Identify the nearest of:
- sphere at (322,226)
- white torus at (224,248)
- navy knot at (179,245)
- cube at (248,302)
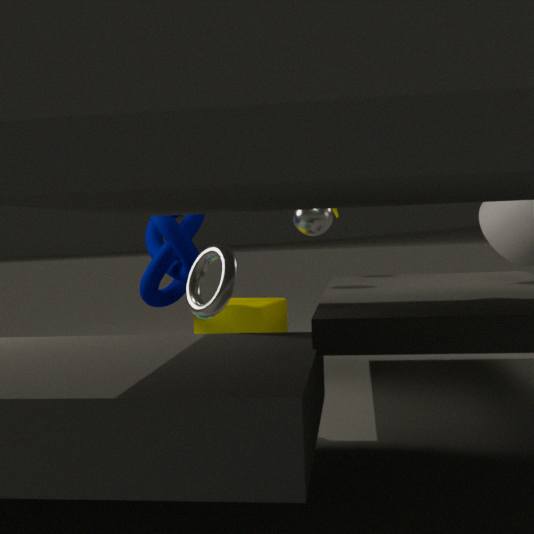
white torus at (224,248)
